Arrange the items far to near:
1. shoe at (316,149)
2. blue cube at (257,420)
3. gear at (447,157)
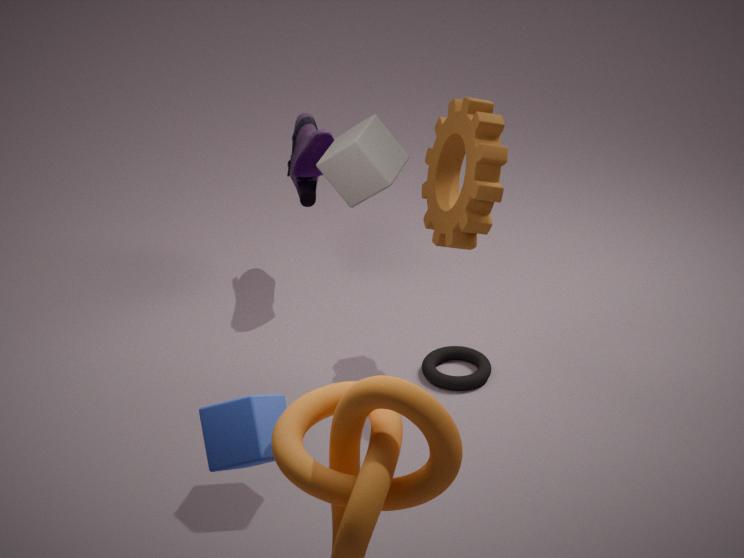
shoe at (316,149), gear at (447,157), blue cube at (257,420)
